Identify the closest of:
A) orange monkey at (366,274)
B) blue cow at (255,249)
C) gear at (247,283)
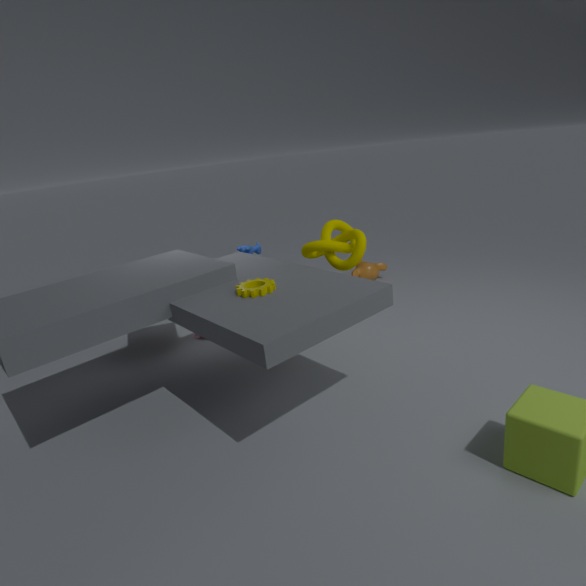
gear at (247,283)
